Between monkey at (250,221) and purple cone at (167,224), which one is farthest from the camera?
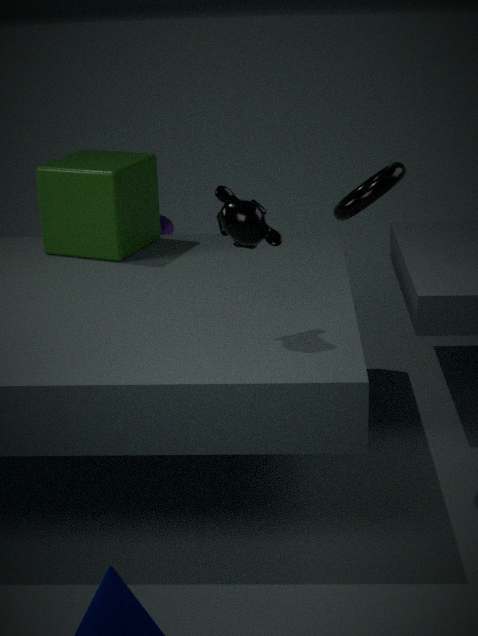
purple cone at (167,224)
